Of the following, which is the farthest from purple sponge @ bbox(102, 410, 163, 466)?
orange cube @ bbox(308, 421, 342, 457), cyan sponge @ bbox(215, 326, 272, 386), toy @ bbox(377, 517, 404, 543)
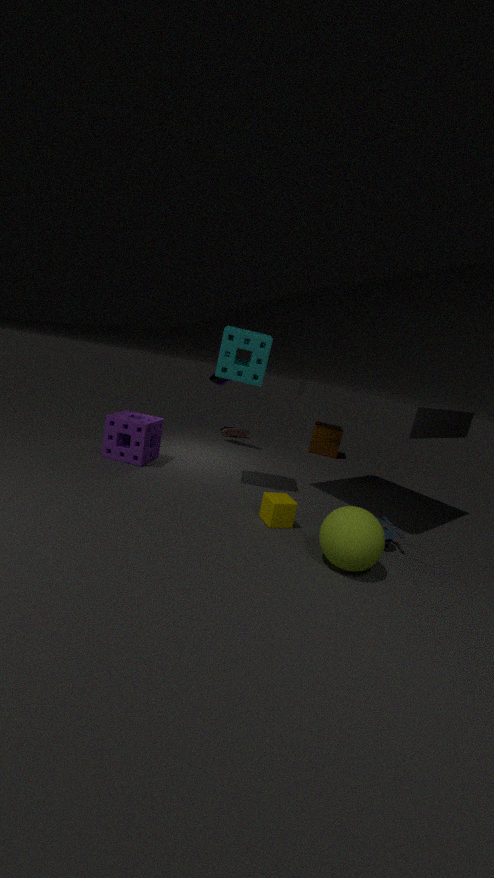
orange cube @ bbox(308, 421, 342, 457)
